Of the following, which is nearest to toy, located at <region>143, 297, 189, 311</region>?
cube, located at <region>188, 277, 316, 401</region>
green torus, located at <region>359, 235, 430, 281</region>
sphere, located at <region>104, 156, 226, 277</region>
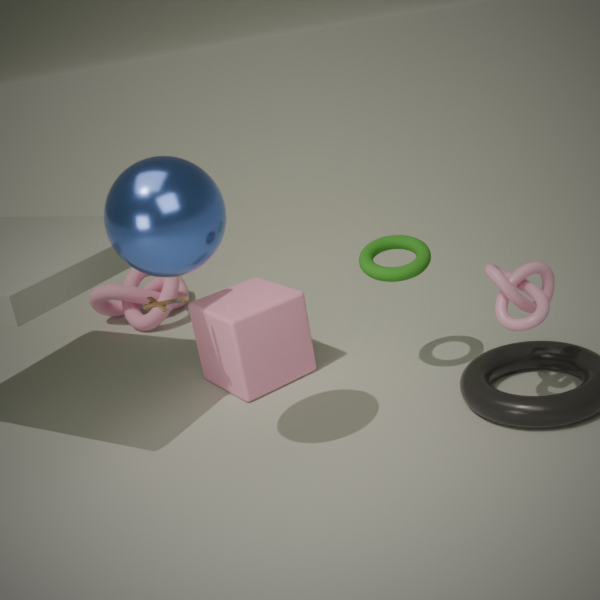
cube, located at <region>188, 277, 316, 401</region>
